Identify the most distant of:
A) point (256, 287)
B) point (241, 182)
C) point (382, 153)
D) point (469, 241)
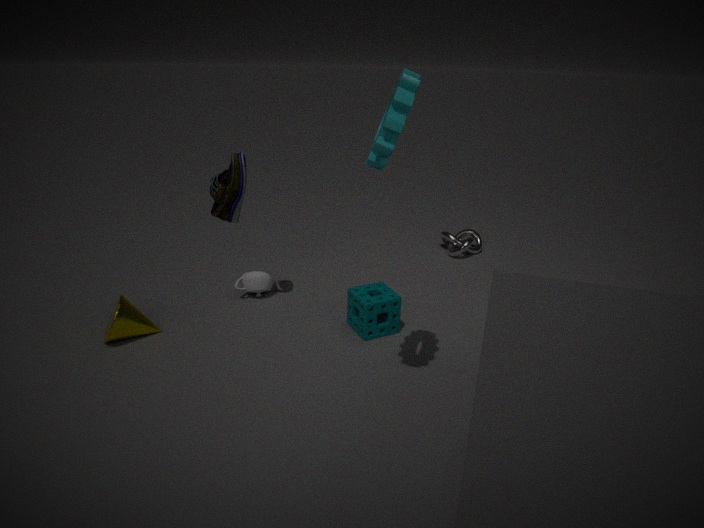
point (469, 241)
